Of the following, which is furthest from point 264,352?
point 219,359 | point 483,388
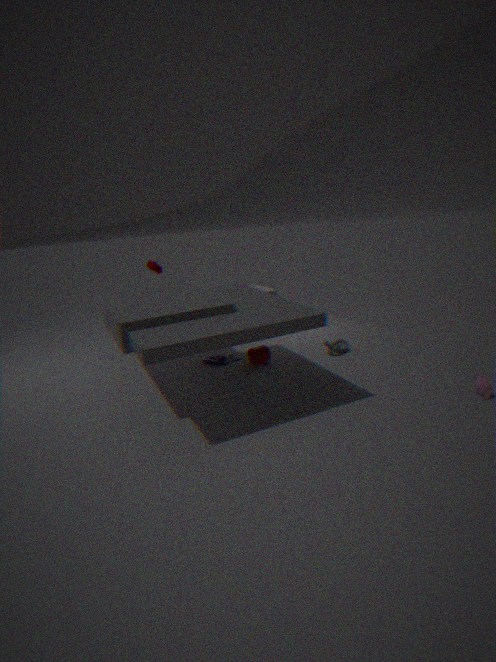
point 483,388
